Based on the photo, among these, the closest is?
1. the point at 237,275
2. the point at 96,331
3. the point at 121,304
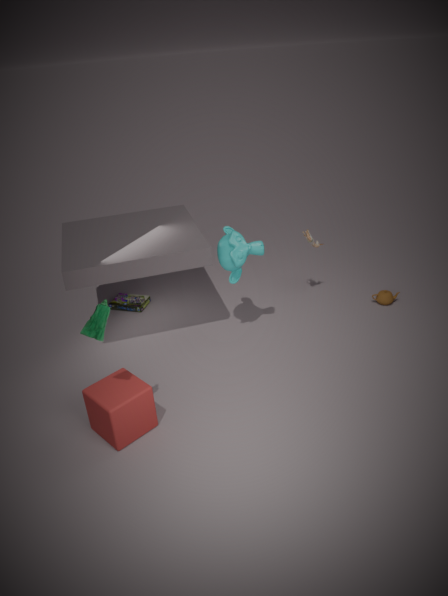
the point at 96,331
